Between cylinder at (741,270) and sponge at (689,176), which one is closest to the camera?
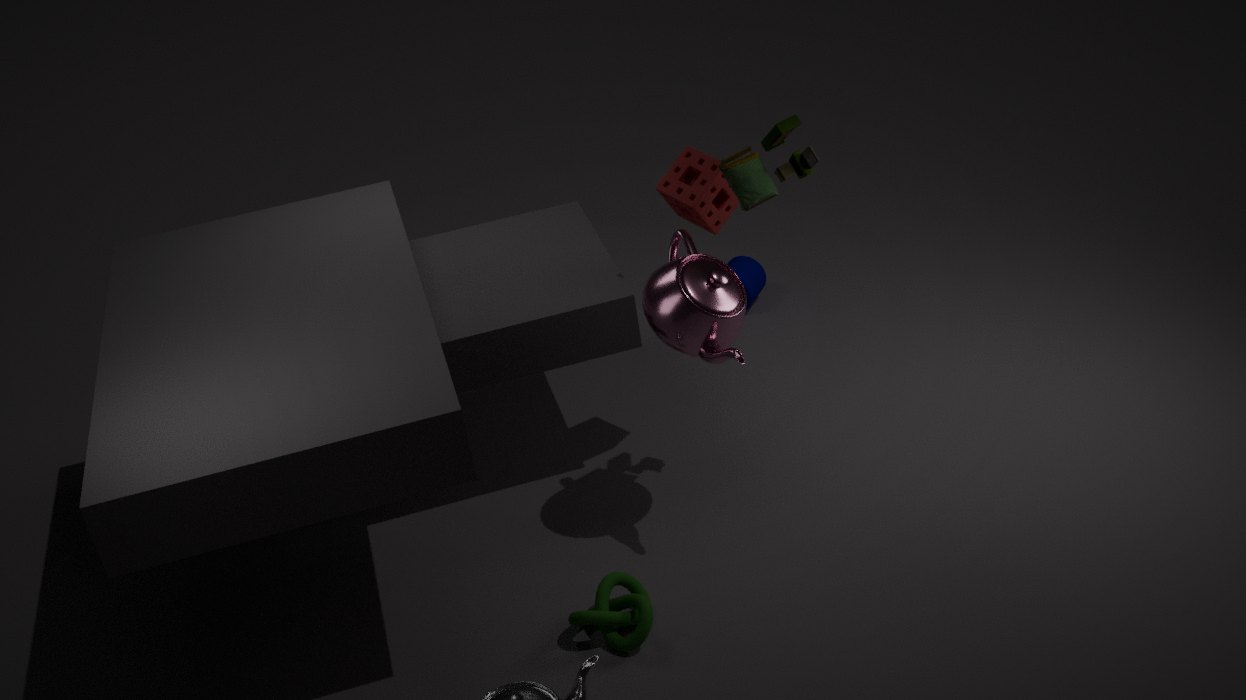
sponge at (689,176)
